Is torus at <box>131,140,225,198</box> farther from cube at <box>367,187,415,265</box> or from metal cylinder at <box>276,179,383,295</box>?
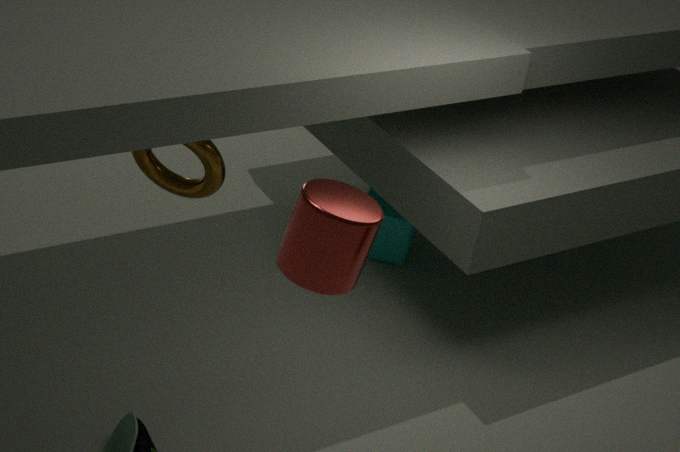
cube at <box>367,187,415,265</box>
